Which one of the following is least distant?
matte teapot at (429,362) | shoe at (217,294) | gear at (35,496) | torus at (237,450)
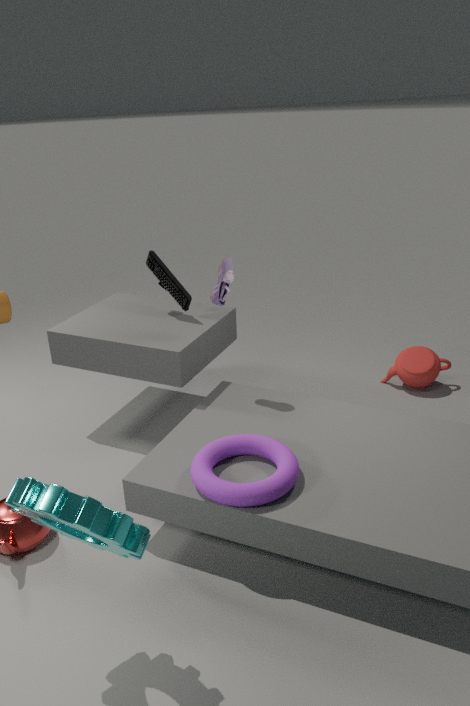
gear at (35,496)
